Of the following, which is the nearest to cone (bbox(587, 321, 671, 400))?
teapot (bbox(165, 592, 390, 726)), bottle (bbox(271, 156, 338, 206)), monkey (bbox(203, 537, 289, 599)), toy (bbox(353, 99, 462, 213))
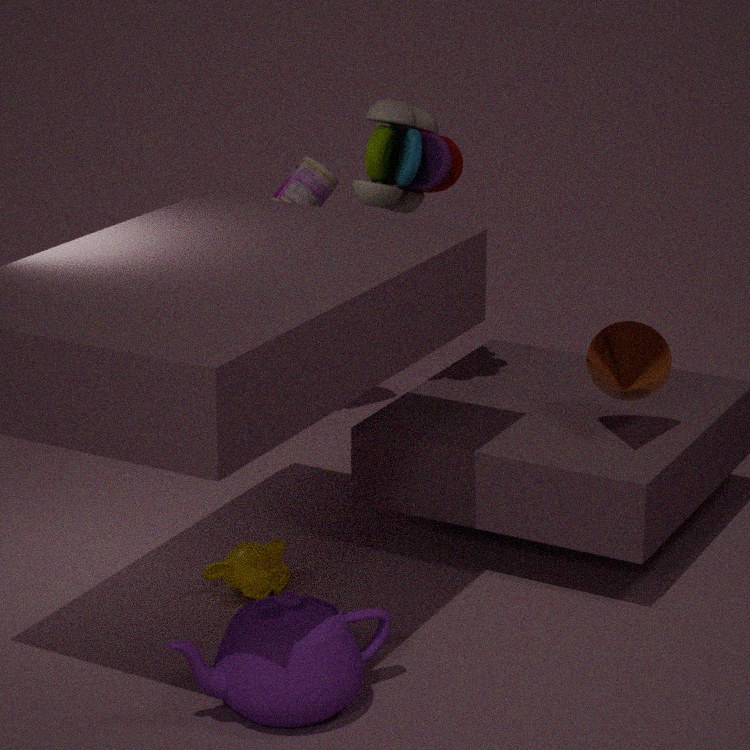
toy (bbox(353, 99, 462, 213))
